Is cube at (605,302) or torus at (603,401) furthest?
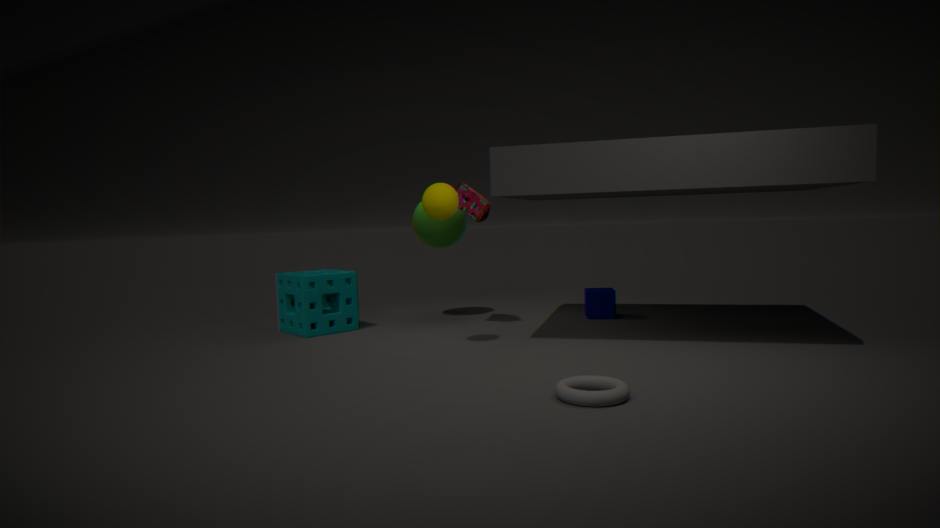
cube at (605,302)
